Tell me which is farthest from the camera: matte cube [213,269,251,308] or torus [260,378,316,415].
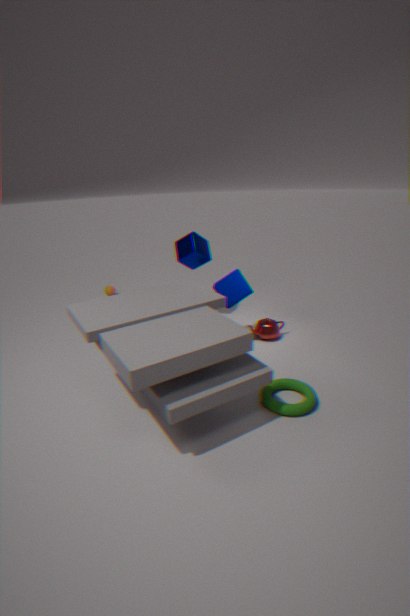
matte cube [213,269,251,308]
